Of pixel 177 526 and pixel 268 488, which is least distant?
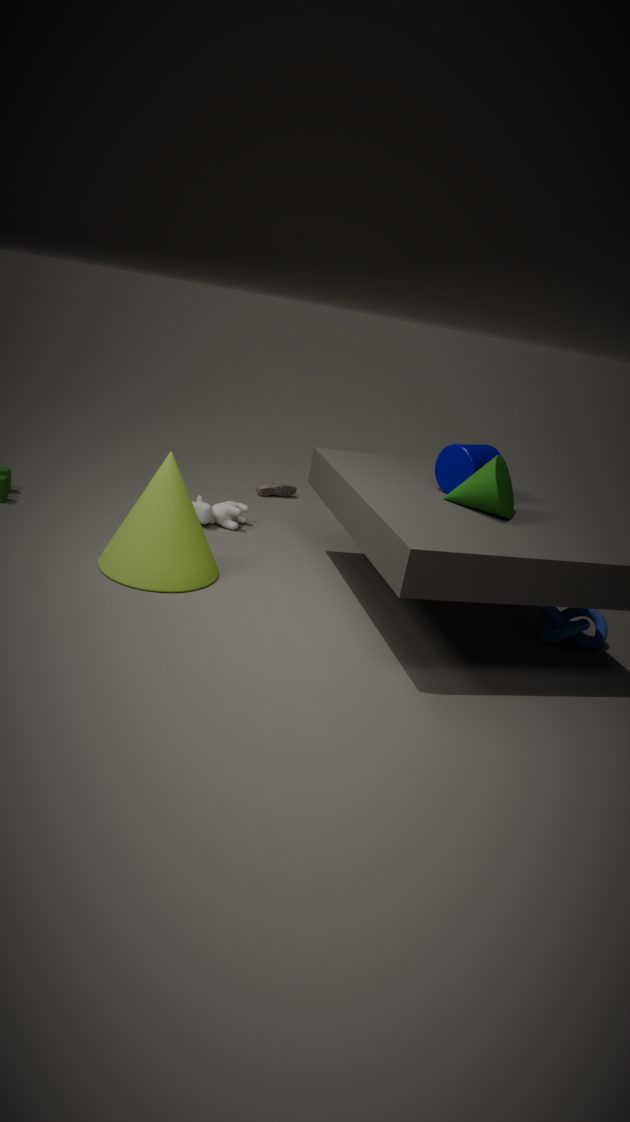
pixel 177 526
